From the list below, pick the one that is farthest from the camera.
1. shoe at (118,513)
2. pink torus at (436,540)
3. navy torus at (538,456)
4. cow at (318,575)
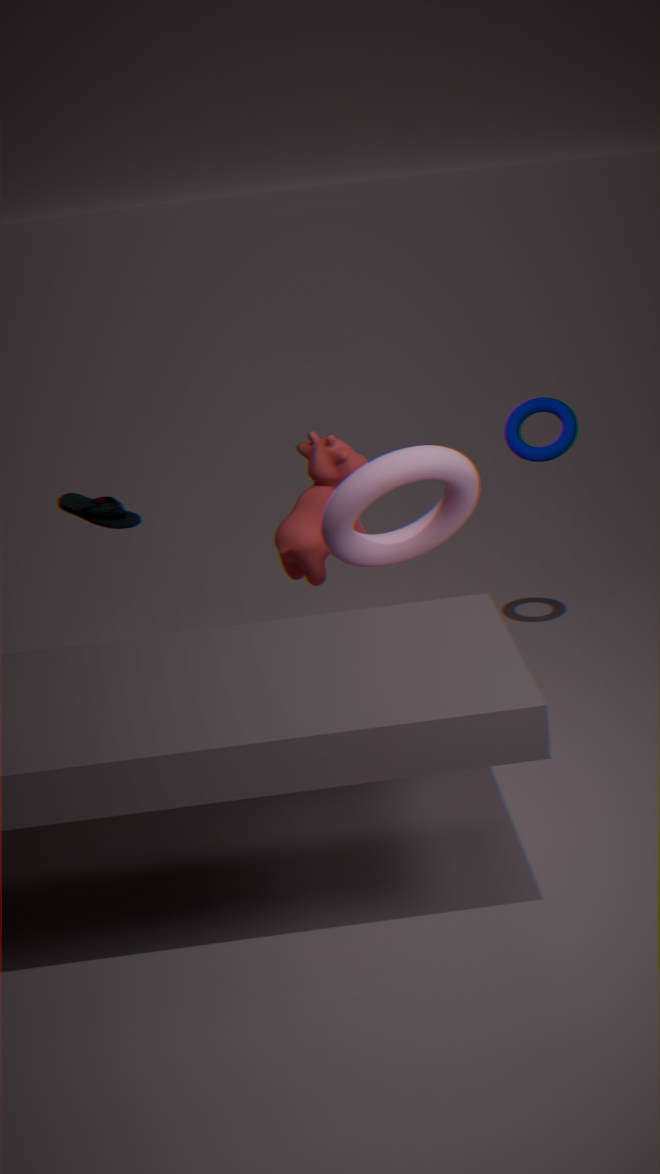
navy torus at (538,456)
